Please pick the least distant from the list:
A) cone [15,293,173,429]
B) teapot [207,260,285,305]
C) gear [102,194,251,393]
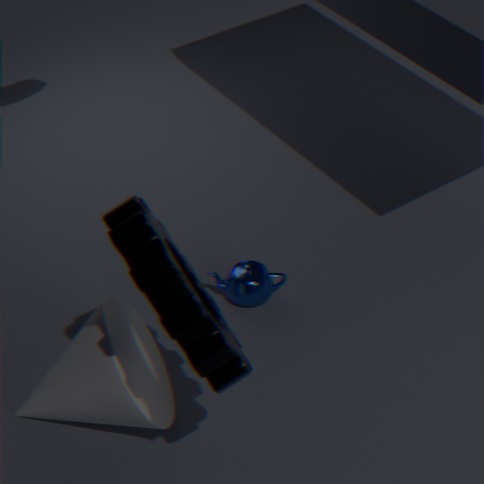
gear [102,194,251,393]
